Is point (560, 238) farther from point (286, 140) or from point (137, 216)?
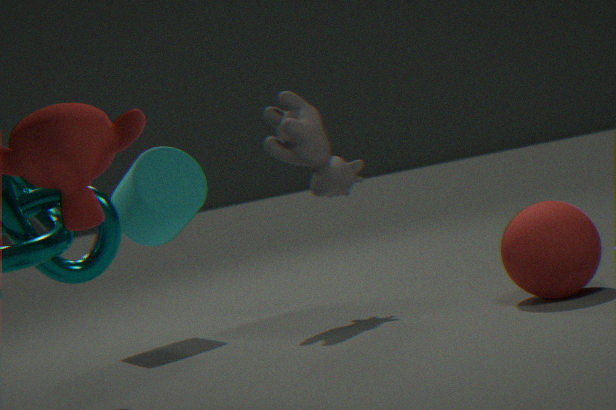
point (137, 216)
